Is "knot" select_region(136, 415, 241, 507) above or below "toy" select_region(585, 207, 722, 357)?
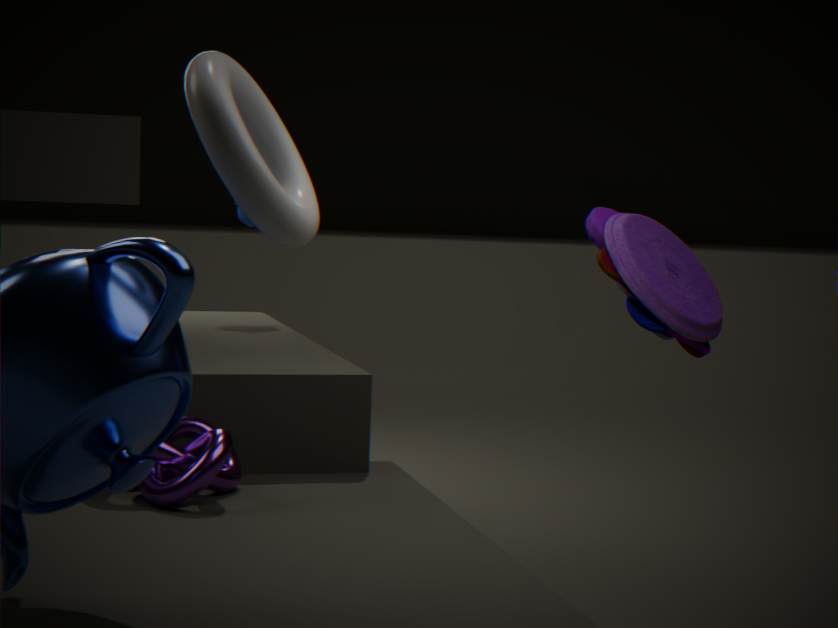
below
